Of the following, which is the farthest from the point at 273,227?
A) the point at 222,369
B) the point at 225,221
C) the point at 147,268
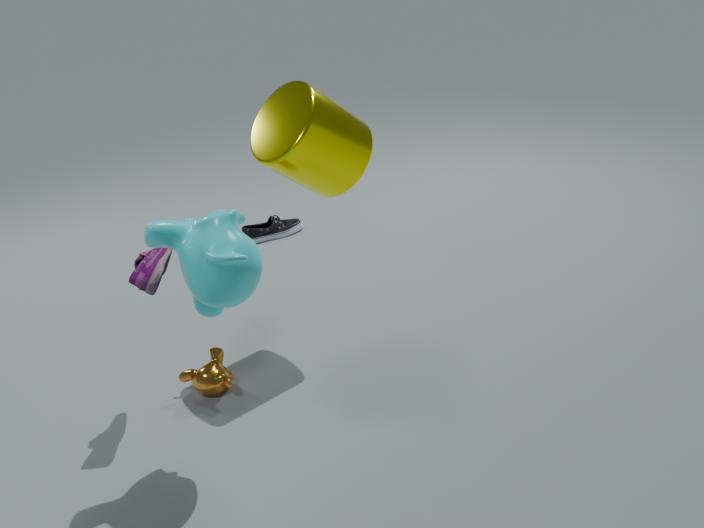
the point at 225,221
